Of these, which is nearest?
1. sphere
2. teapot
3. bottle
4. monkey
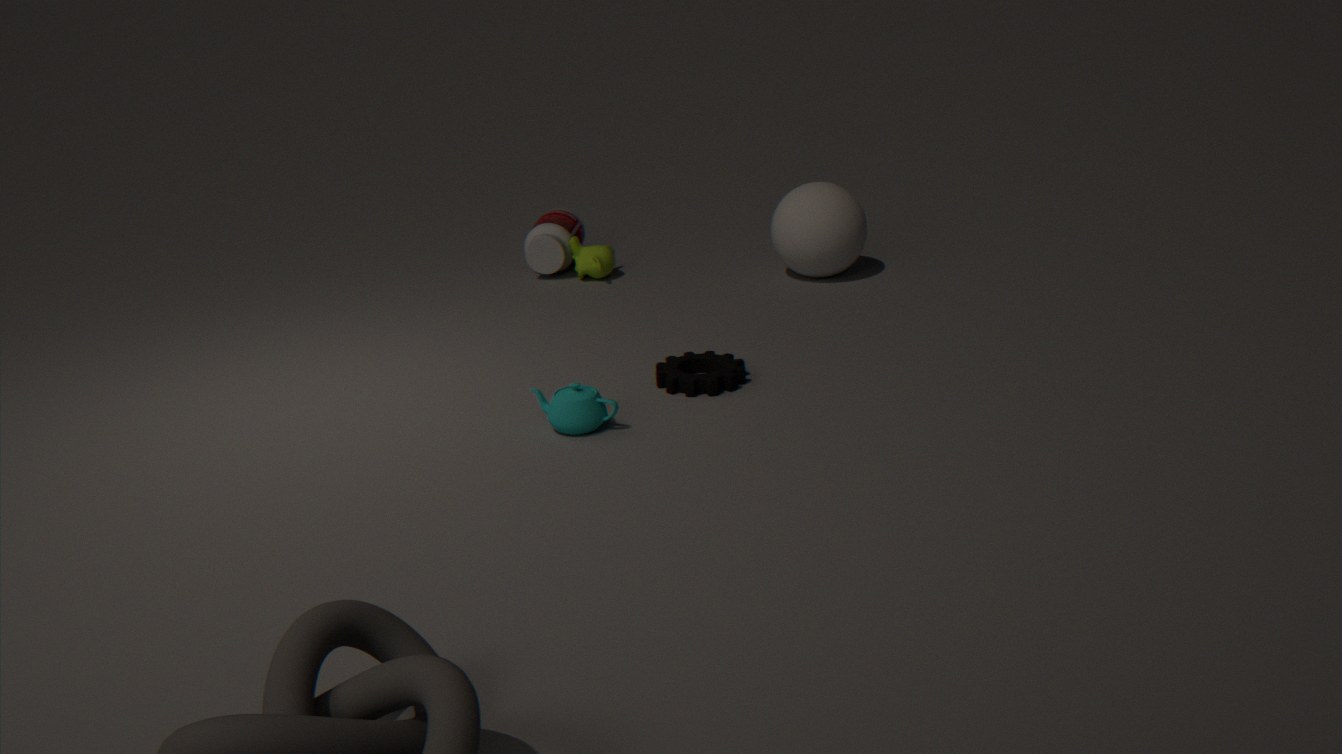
teapot
